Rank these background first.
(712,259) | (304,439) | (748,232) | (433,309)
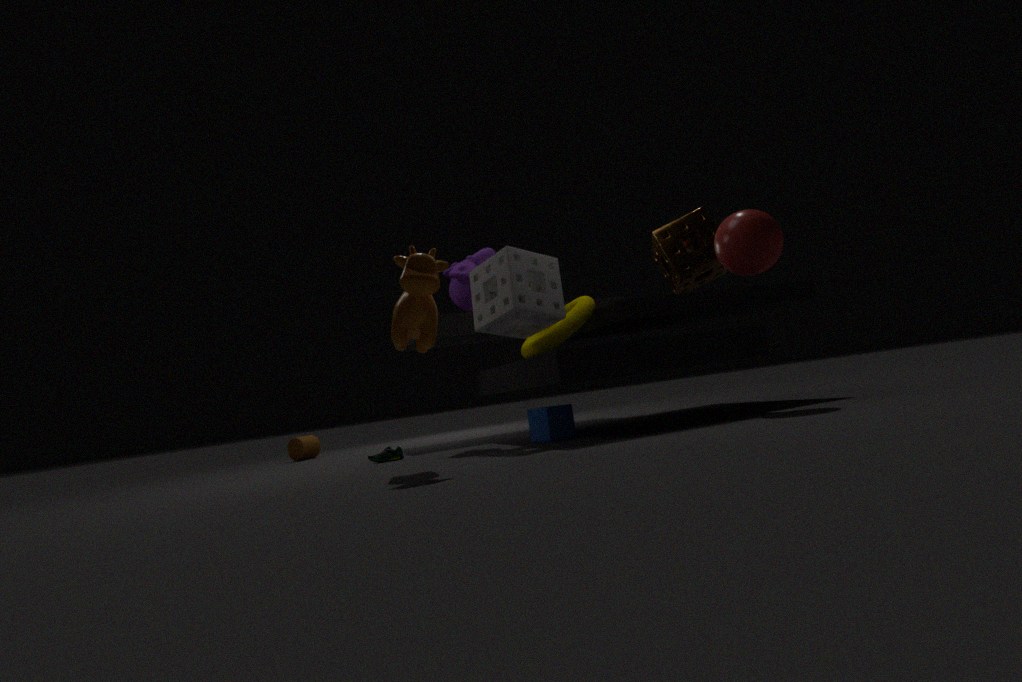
1. (304,439)
2. (712,259)
3. (748,232)
4. (433,309)
